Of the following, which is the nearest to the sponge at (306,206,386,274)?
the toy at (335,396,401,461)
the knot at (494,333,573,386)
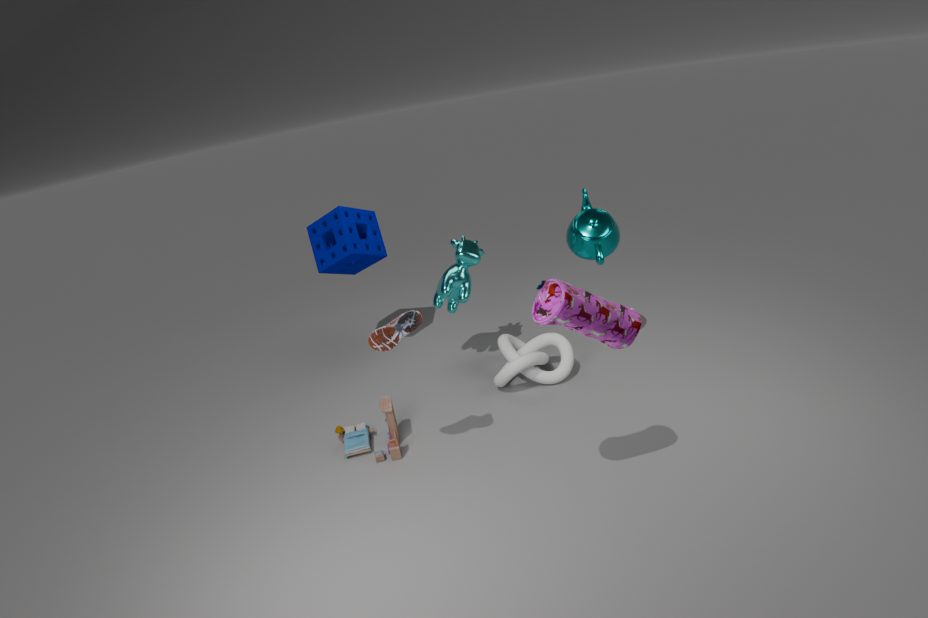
the knot at (494,333,573,386)
